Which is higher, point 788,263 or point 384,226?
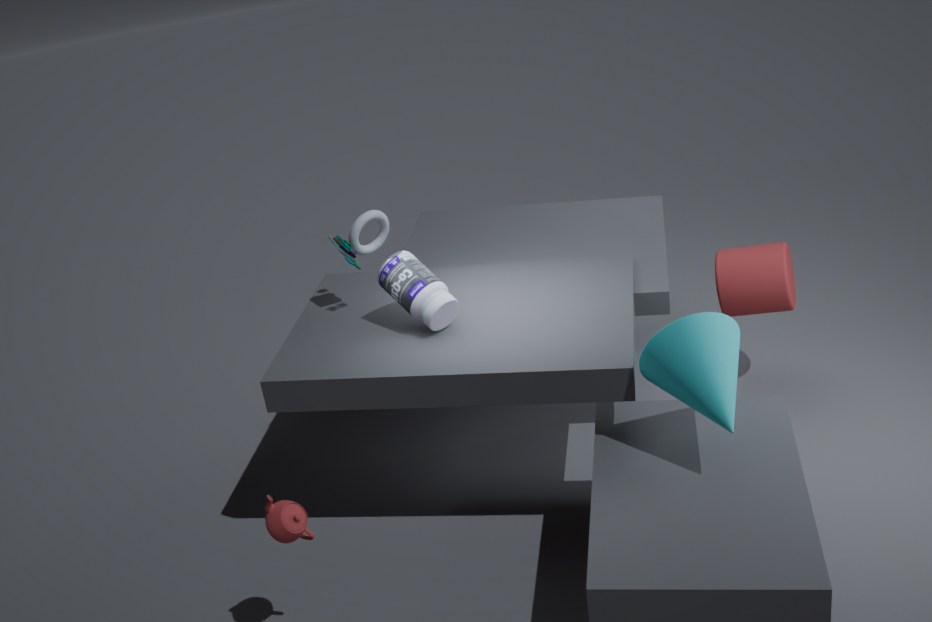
point 384,226
